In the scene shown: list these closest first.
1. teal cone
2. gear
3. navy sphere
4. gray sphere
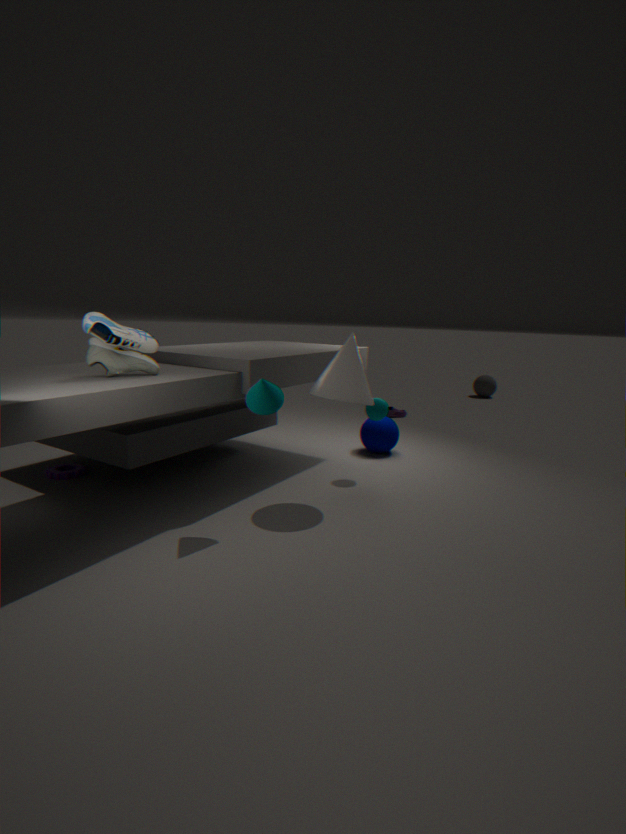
teal cone, gear, navy sphere, gray sphere
